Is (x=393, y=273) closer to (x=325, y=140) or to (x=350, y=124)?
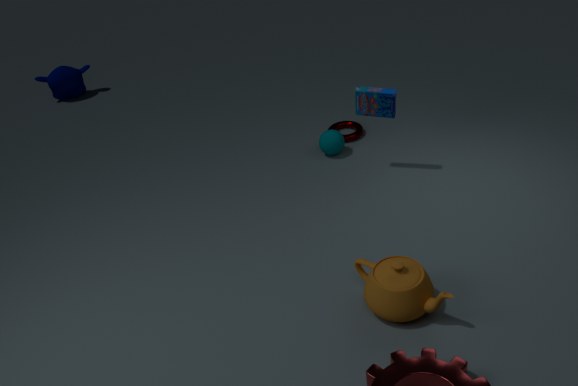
(x=325, y=140)
